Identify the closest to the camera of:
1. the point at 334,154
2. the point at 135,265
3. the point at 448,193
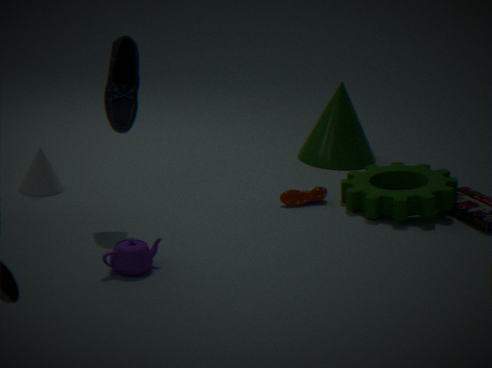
the point at 135,265
